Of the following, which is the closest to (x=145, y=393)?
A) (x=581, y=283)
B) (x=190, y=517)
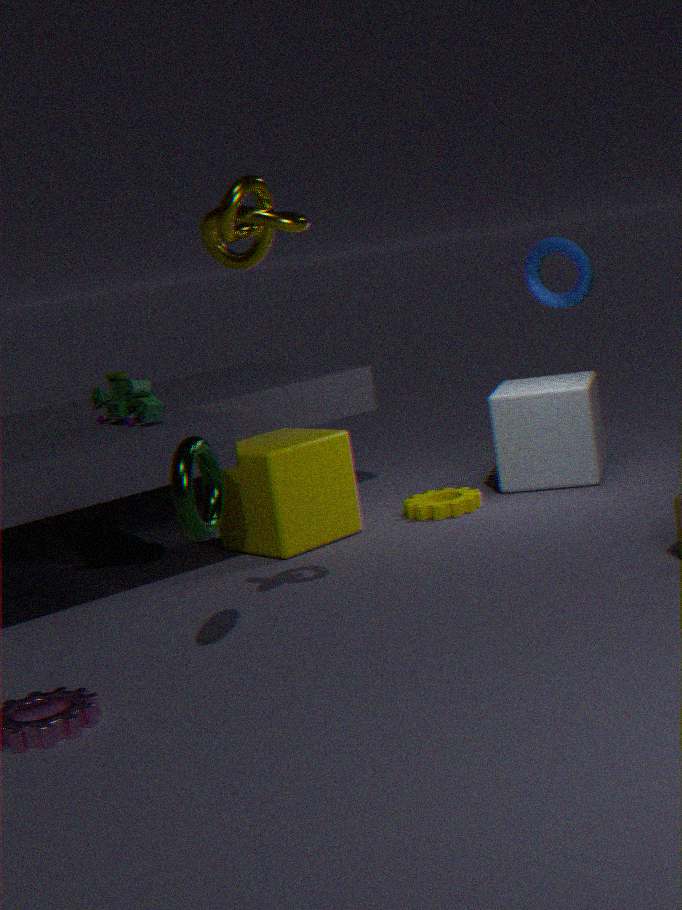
(x=190, y=517)
